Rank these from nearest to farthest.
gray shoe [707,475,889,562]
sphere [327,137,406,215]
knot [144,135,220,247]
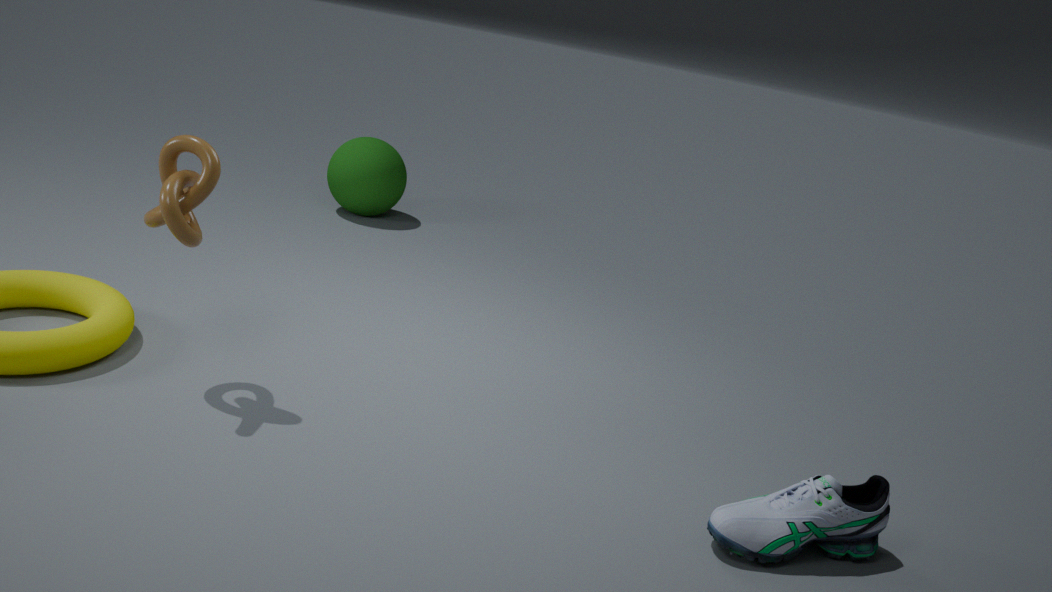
1. gray shoe [707,475,889,562]
2. knot [144,135,220,247]
3. sphere [327,137,406,215]
